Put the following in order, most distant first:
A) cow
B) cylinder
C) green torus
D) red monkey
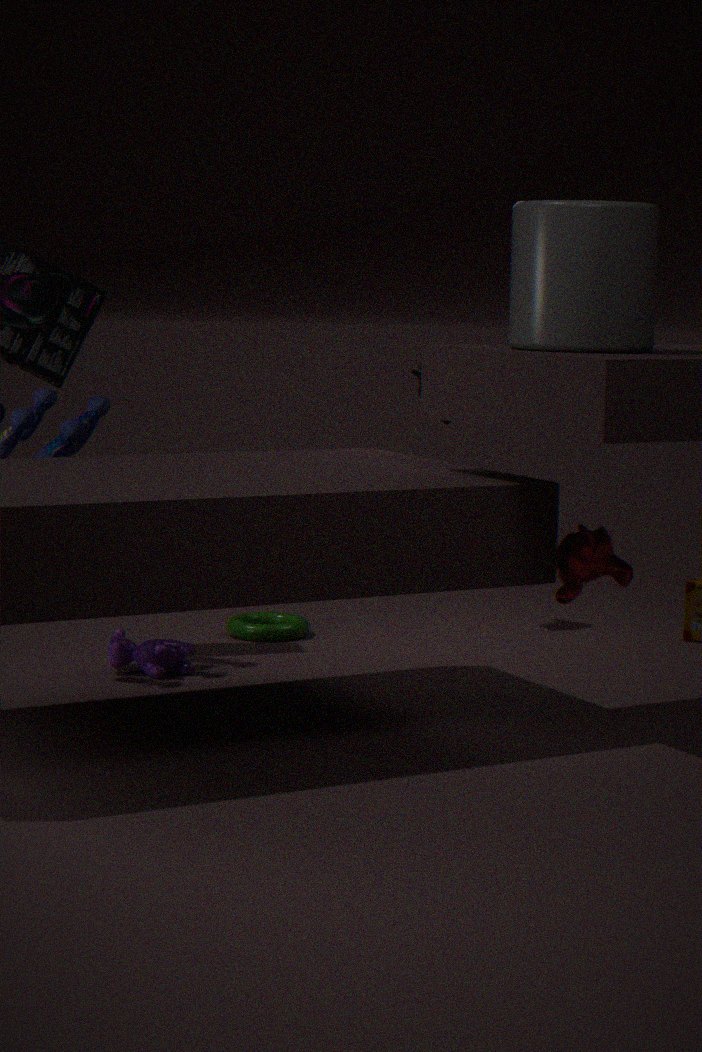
green torus, cow, red monkey, cylinder
